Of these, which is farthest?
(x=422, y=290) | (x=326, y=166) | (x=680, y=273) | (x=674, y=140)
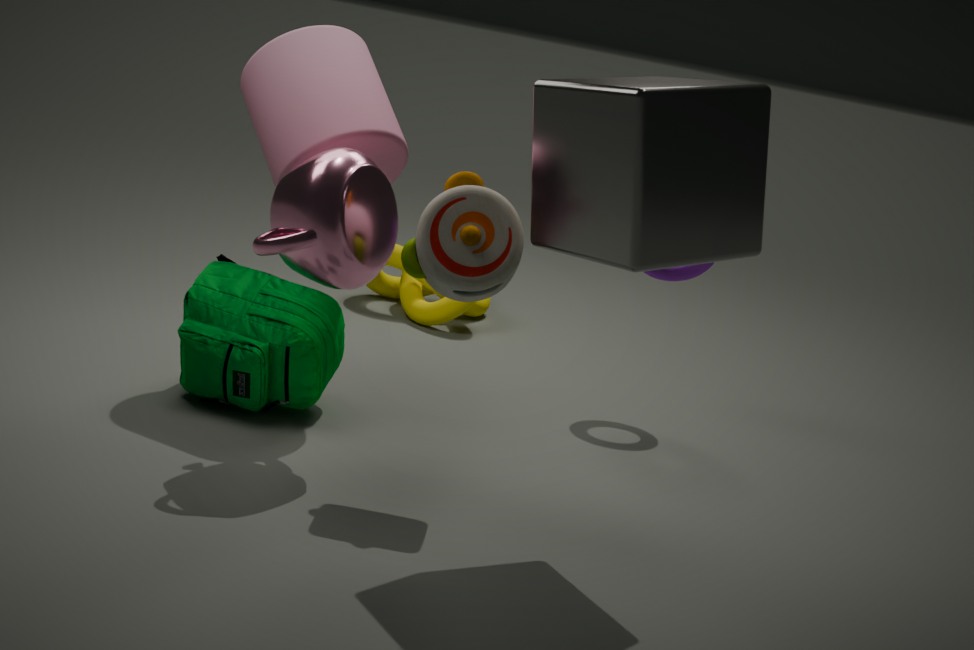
(x=422, y=290)
